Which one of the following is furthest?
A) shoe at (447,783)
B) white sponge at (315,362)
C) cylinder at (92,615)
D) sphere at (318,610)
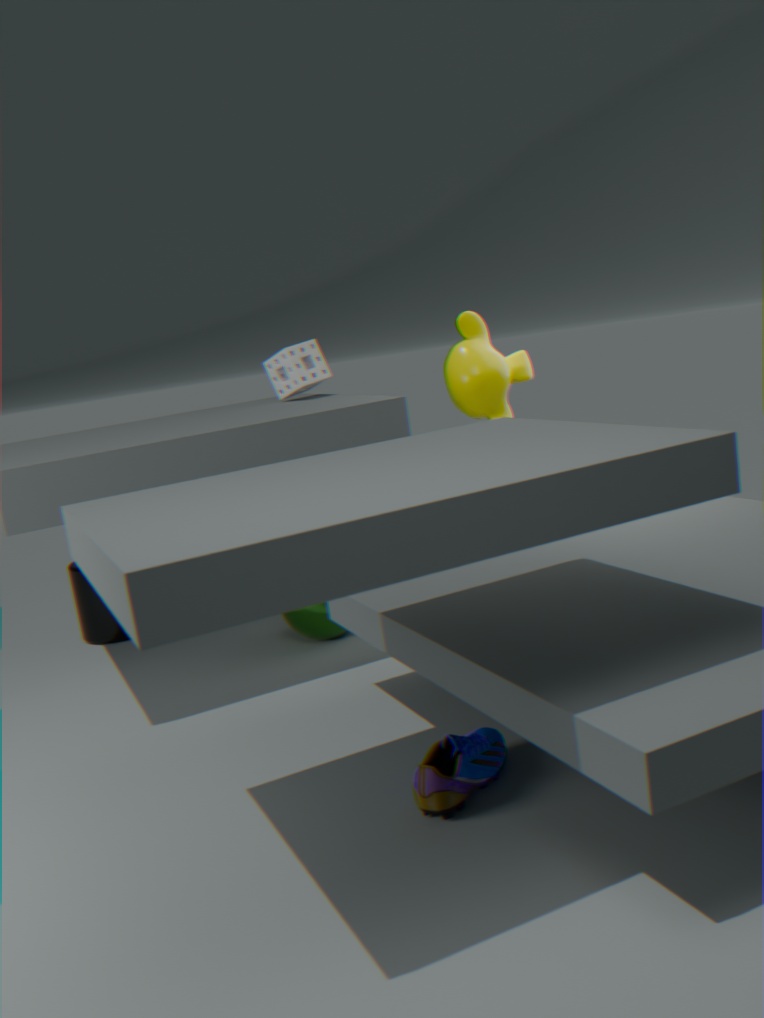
cylinder at (92,615)
